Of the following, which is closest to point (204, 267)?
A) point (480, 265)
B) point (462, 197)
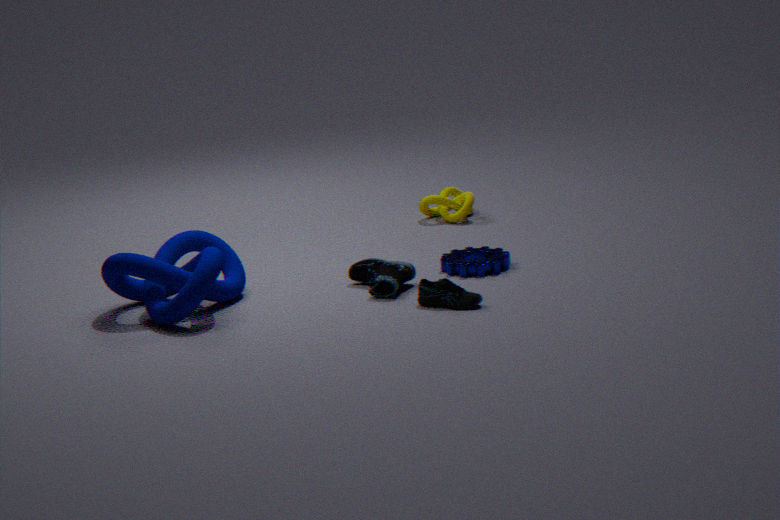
point (480, 265)
